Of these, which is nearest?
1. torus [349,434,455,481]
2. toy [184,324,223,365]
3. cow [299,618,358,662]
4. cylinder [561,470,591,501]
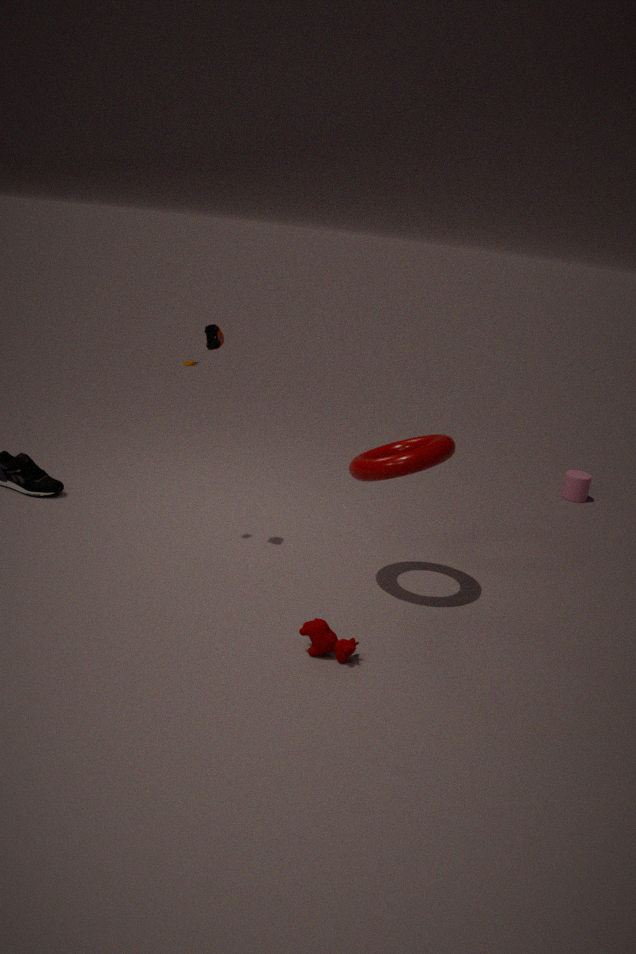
cow [299,618,358,662]
